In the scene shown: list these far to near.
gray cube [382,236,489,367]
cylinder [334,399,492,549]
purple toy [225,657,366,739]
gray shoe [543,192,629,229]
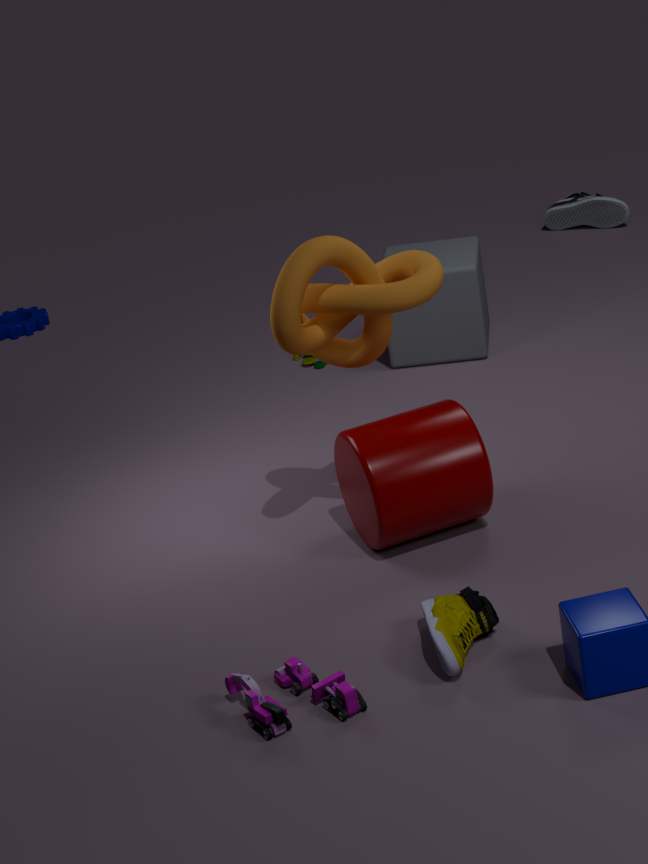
gray shoe [543,192,629,229], gray cube [382,236,489,367], cylinder [334,399,492,549], purple toy [225,657,366,739]
